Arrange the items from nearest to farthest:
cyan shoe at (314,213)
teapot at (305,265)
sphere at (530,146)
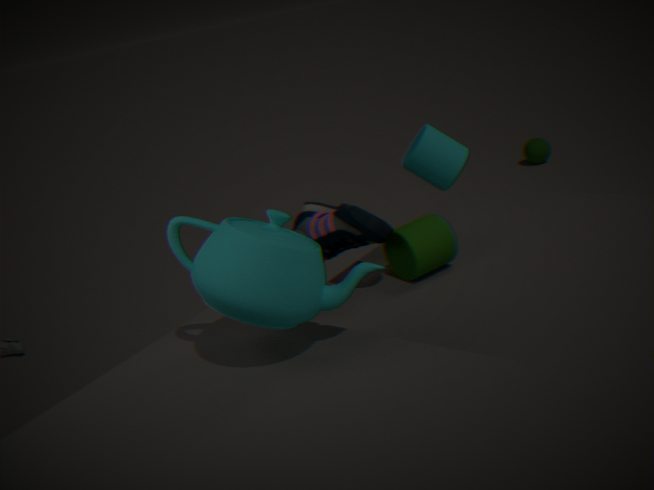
teapot at (305,265)
cyan shoe at (314,213)
sphere at (530,146)
